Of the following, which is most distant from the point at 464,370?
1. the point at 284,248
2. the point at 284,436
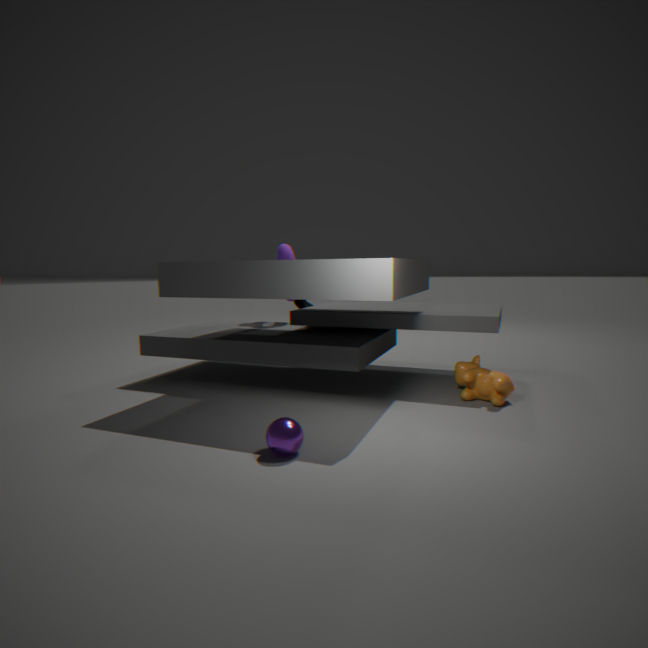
the point at 284,248
